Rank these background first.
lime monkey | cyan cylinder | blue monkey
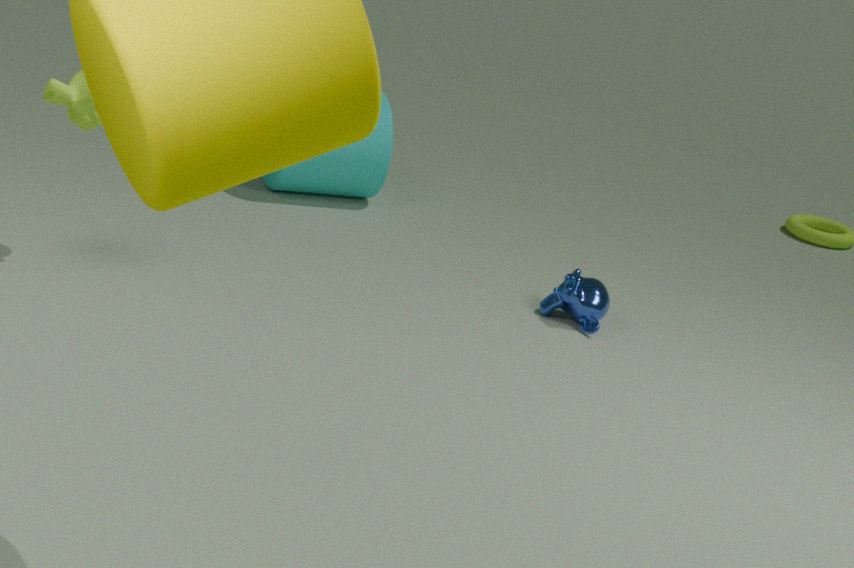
1. cyan cylinder
2. blue monkey
3. lime monkey
